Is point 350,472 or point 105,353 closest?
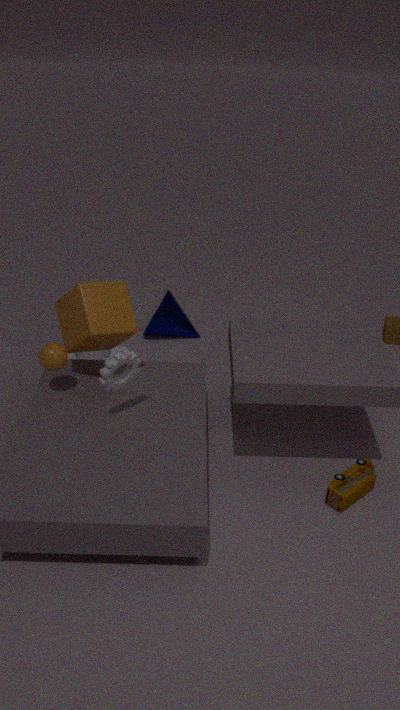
point 350,472
